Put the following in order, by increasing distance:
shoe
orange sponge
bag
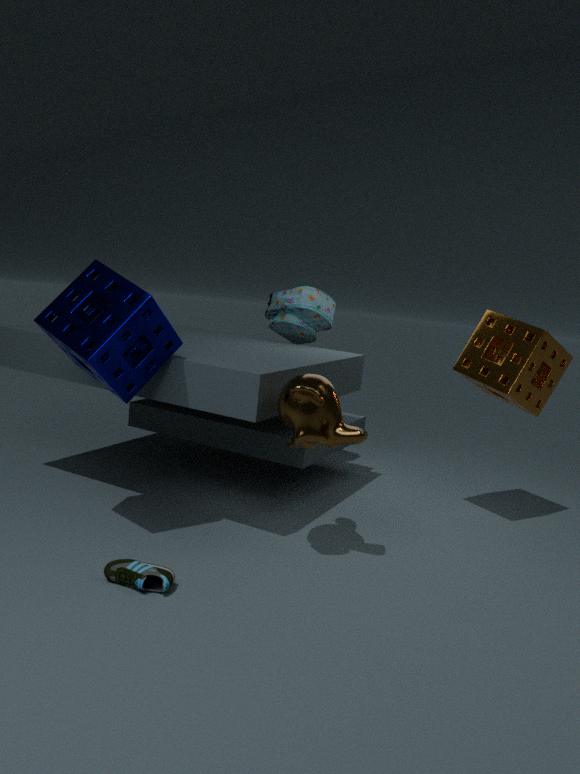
shoe < orange sponge < bag
